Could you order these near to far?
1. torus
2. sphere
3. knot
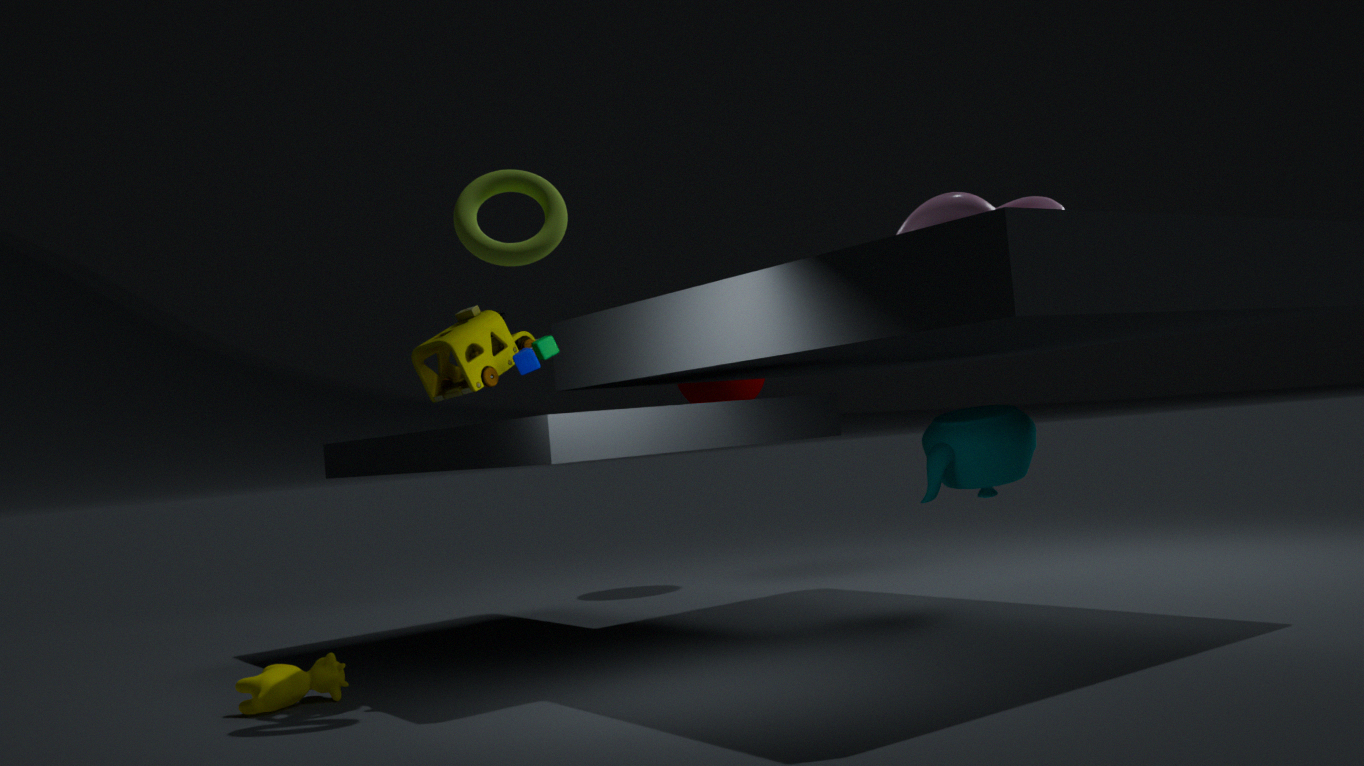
torus < knot < sphere
